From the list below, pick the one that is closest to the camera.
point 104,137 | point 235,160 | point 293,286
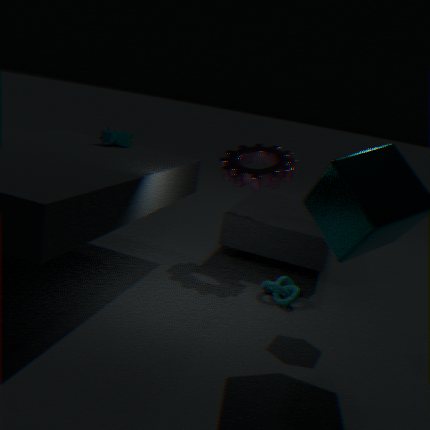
point 293,286
